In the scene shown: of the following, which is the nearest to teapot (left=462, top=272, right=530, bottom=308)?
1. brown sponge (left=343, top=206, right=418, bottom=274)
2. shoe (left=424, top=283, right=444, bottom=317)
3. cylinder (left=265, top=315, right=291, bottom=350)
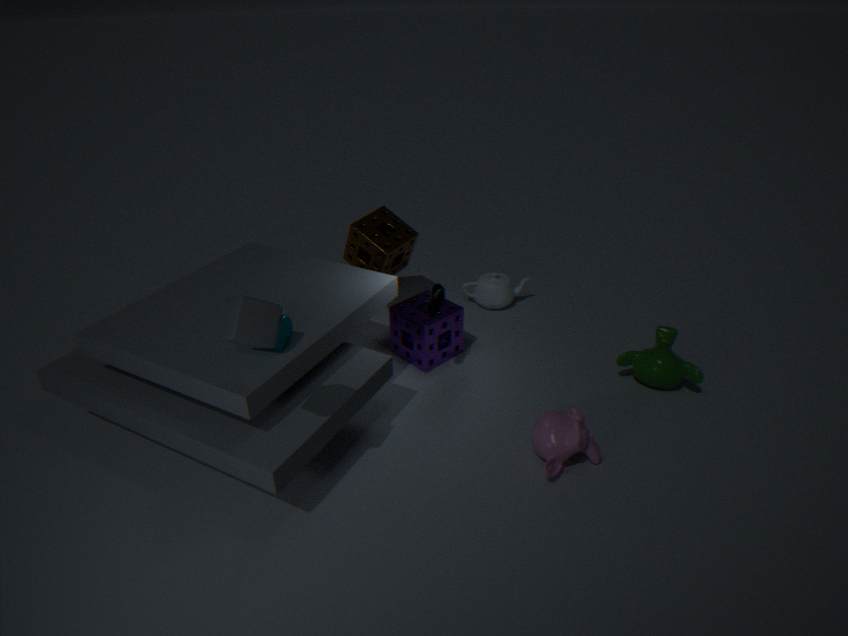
brown sponge (left=343, top=206, right=418, bottom=274)
